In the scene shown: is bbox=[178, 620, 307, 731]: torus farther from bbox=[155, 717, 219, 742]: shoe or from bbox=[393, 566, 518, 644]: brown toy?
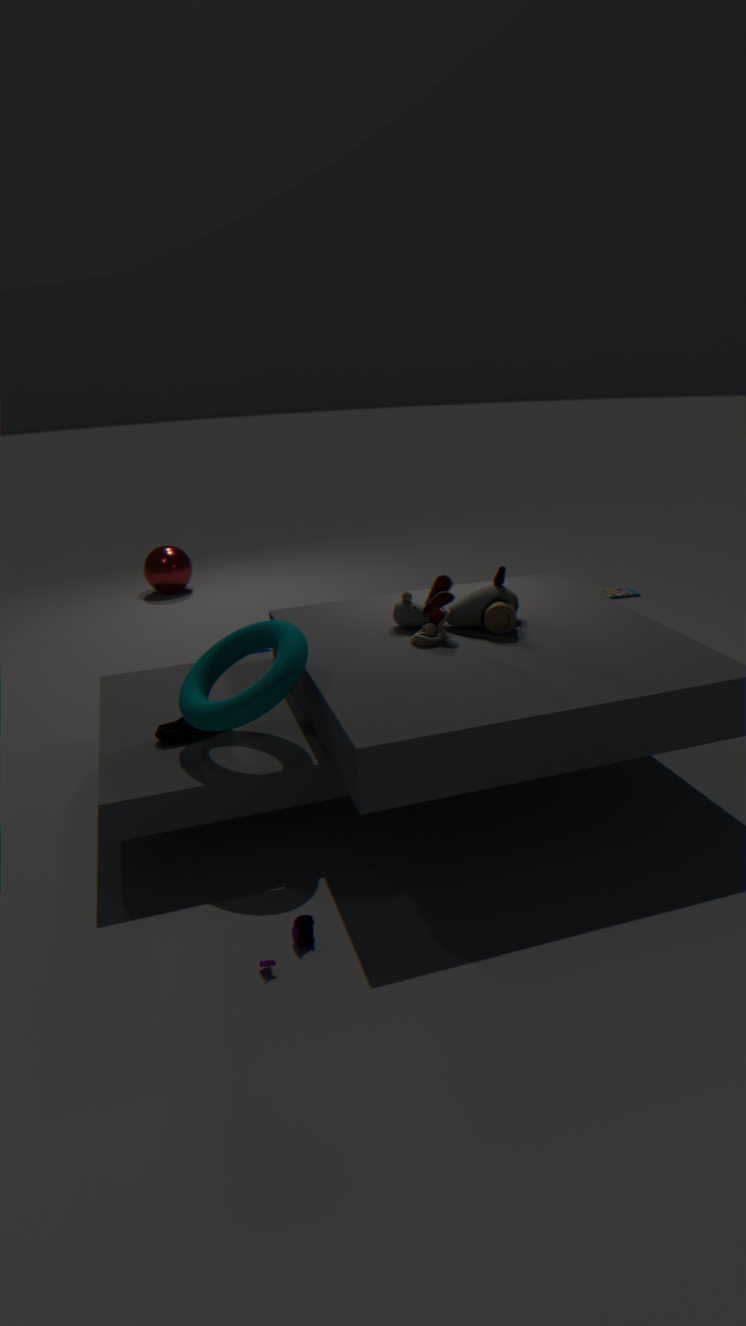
bbox=[393, 566, 518, 644]: brown toy
